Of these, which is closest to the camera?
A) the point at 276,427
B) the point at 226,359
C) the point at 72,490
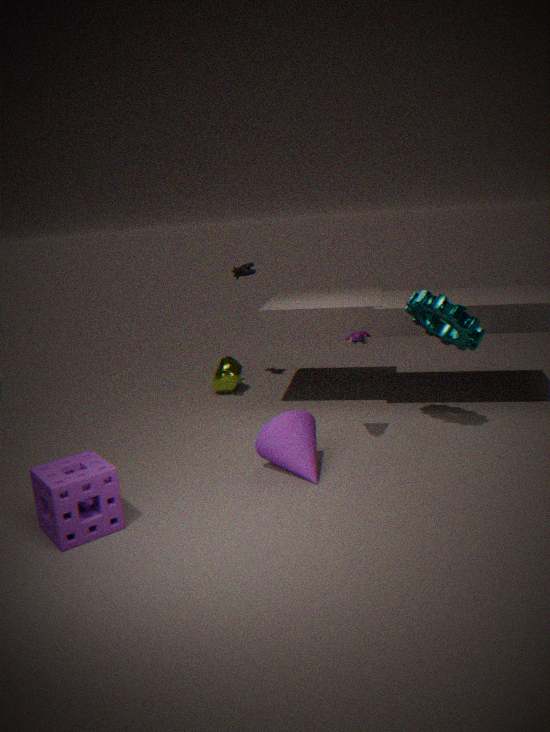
the point at 72,490
